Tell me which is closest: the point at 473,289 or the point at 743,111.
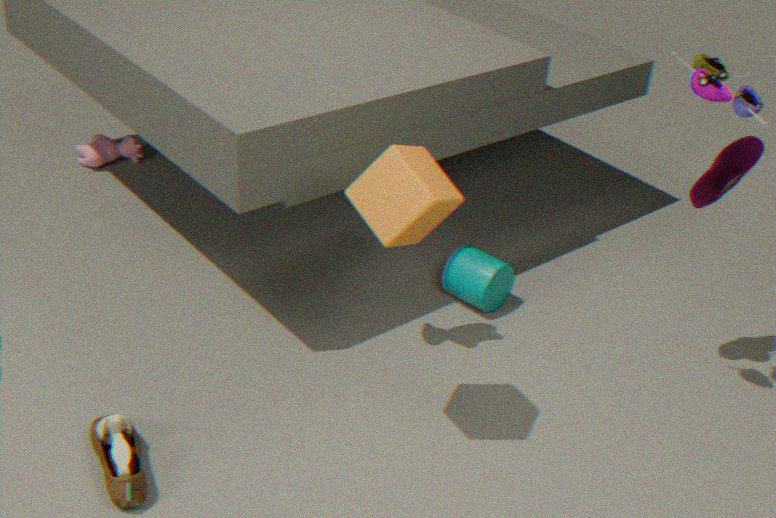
Result: the point at 743,111
